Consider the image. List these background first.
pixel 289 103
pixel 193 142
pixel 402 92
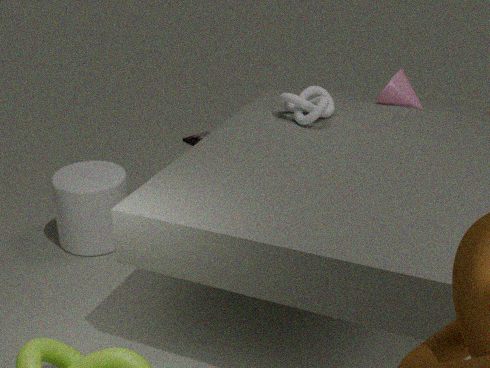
1. pixel 193 142
2. pixel 402 92
3. pixel 289 103
